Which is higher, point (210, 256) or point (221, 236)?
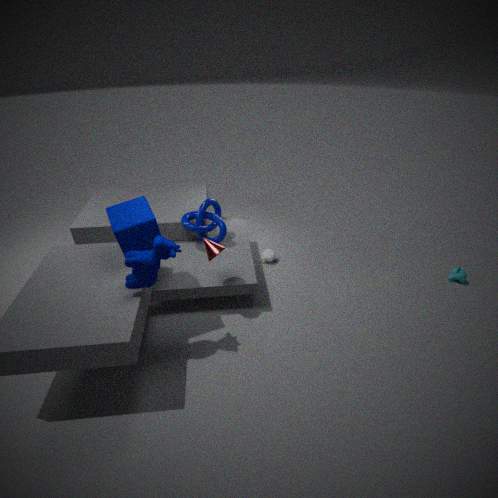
point (210, 256)
